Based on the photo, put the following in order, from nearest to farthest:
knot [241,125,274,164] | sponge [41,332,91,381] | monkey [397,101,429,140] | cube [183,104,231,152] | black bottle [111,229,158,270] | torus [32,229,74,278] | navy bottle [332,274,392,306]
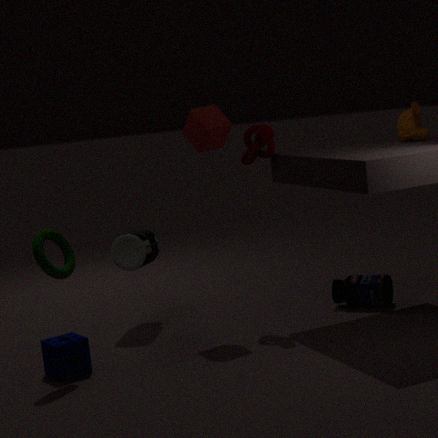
torus [32,229,74,278] → sponge [41,332,91,381] → cube [183,104,231,152] → monkey [397,101,429,140] → knot [241,125,274,164] → black bottle [111,229,158,270] → navy bottle [332,274,392,306]
